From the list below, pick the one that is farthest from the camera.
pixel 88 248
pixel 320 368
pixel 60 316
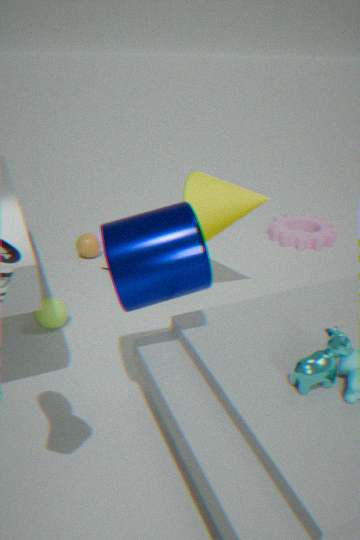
pixel 88 248
